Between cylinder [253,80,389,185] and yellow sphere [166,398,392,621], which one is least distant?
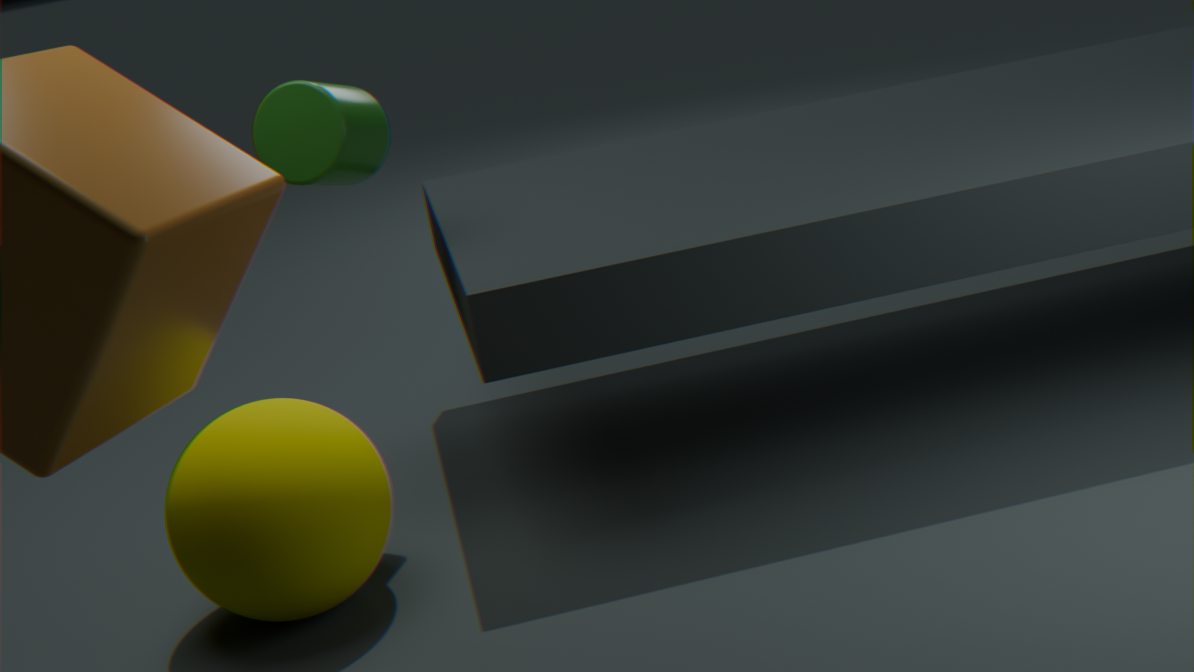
yellow sphere [166,398,392,621]
